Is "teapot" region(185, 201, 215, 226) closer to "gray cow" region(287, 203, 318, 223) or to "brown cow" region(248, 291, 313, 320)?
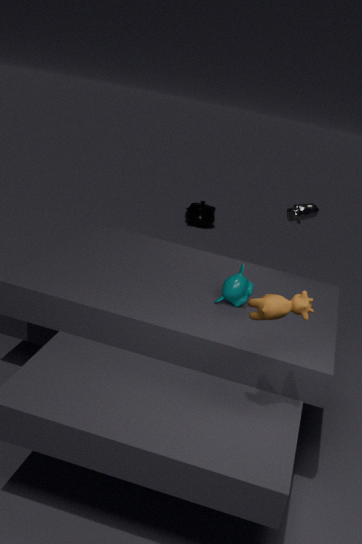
"gray cow" region(287, 203, 318, 223)
